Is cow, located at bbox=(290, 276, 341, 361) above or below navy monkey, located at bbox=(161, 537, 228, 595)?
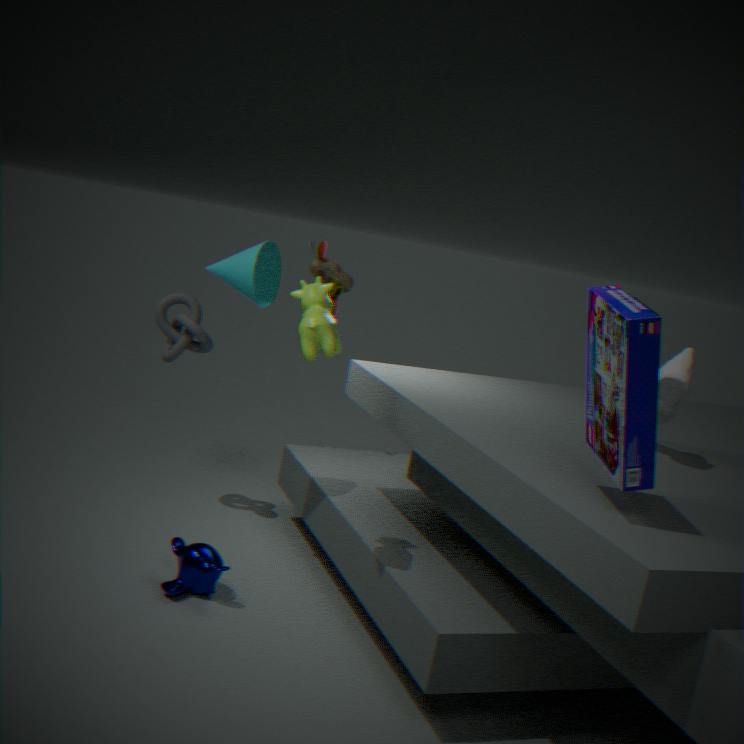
above
